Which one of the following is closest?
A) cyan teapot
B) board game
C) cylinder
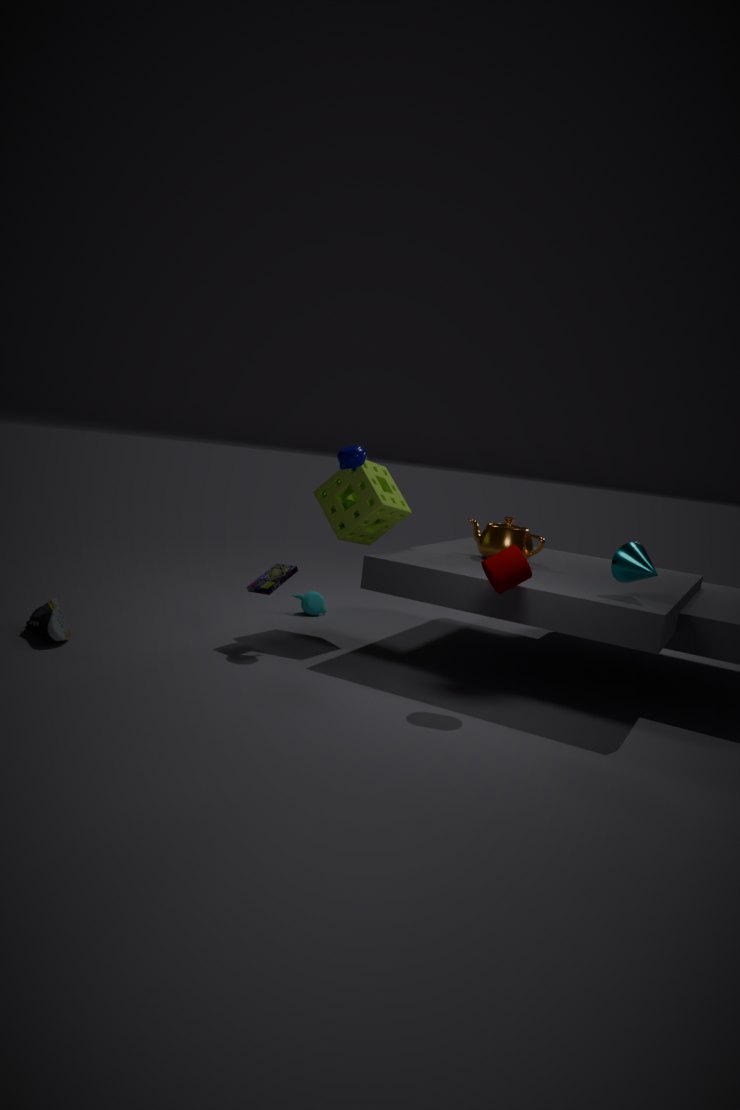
cylinder
